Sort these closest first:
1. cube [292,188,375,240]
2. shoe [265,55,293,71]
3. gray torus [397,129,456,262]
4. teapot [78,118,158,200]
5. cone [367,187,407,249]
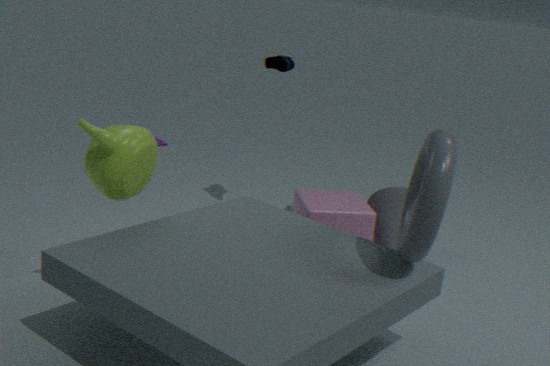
gray torus [397,129,456,262] → teapot [78,118,158,200] → cube [292,188,375,240] → cone [367,187,407,249] → shoe [265,55,293,71]
